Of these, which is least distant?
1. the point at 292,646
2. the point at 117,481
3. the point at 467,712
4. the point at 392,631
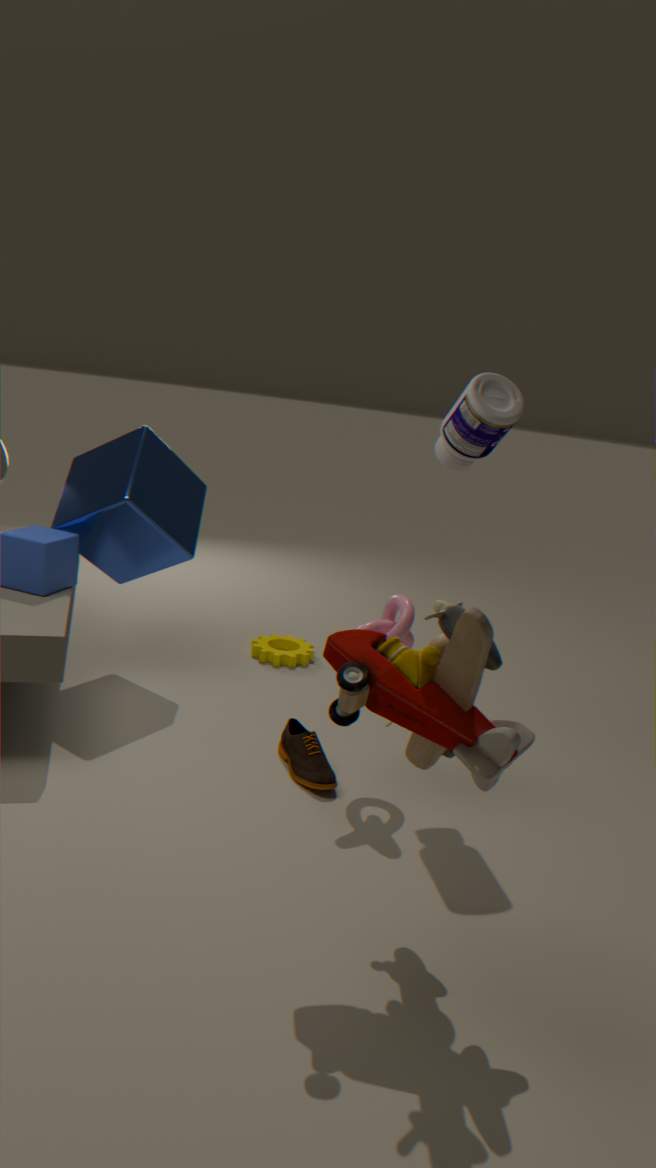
the point at 467,712
